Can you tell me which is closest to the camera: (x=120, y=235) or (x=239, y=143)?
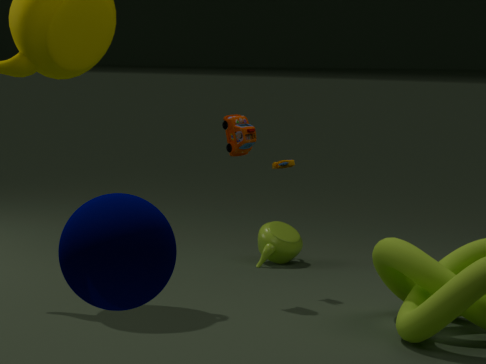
(x=120, y=235)
